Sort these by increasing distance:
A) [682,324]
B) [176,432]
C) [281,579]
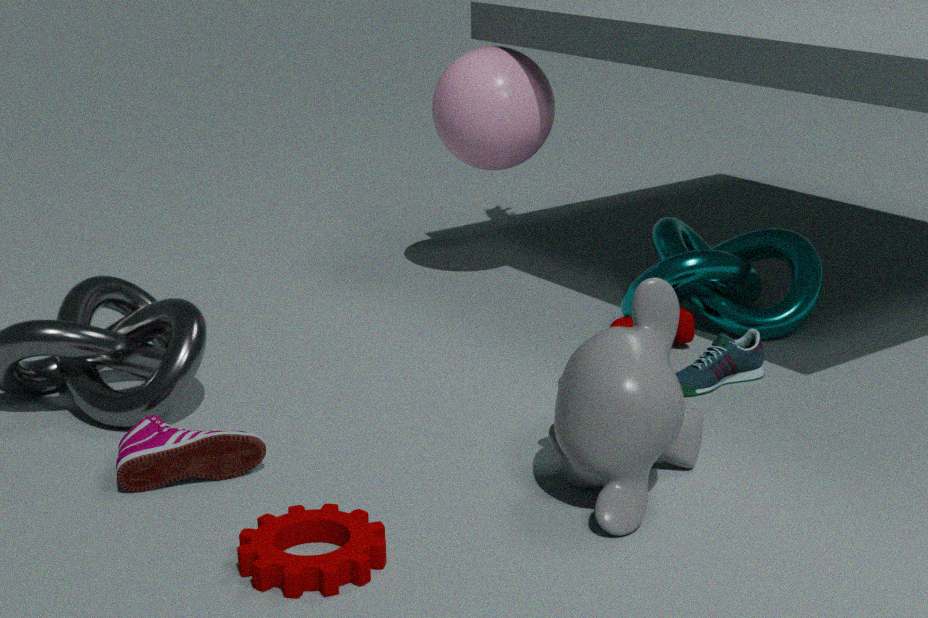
[281,579]
[176,432]
[682,324]
